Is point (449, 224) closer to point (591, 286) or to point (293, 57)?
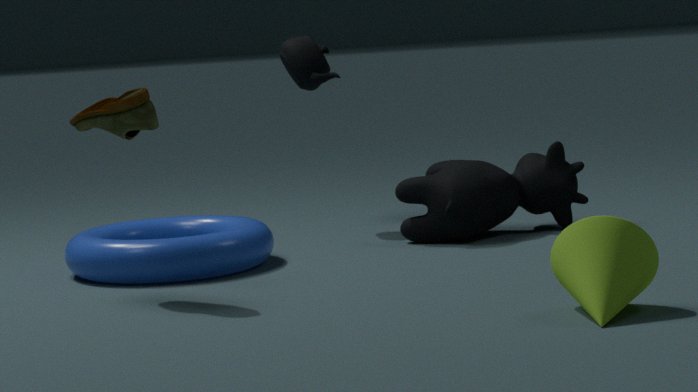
point (293, 57)
